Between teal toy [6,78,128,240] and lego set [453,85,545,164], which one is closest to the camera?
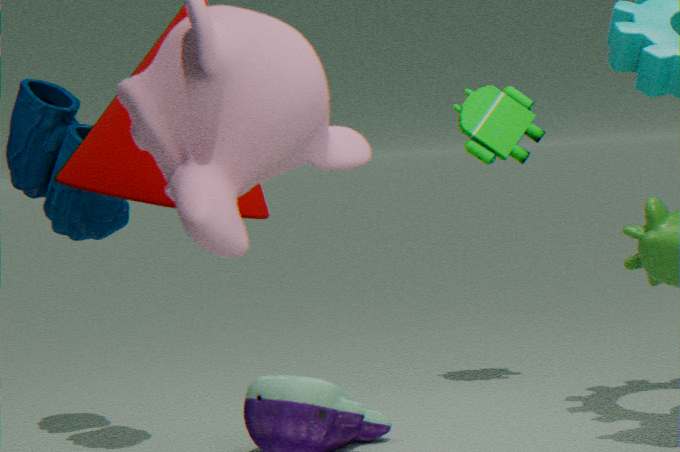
teal toy [6,78,128,240]
